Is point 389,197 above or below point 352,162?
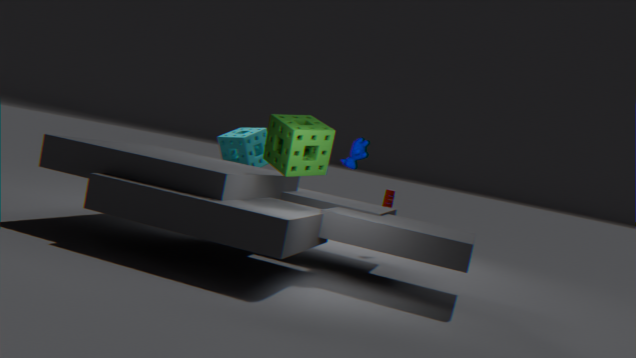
below
